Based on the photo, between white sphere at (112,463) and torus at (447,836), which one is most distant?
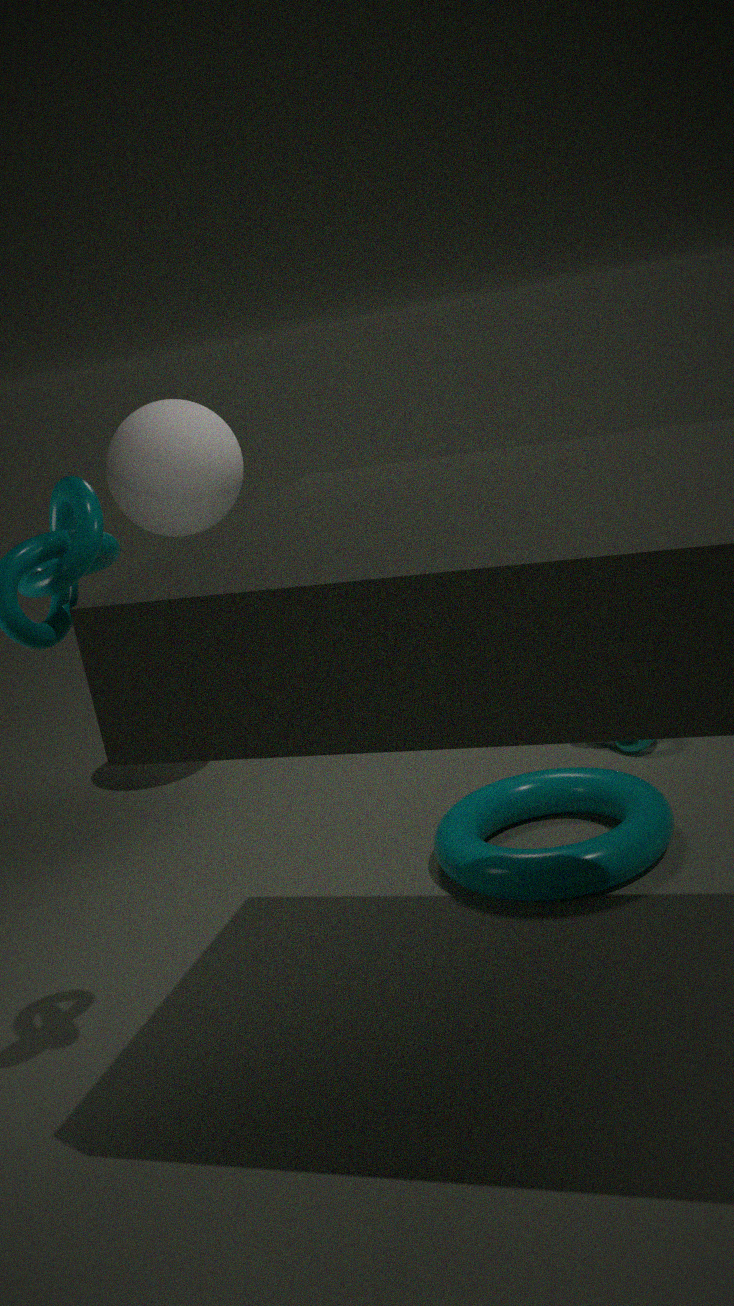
white sphere at (112,463)
